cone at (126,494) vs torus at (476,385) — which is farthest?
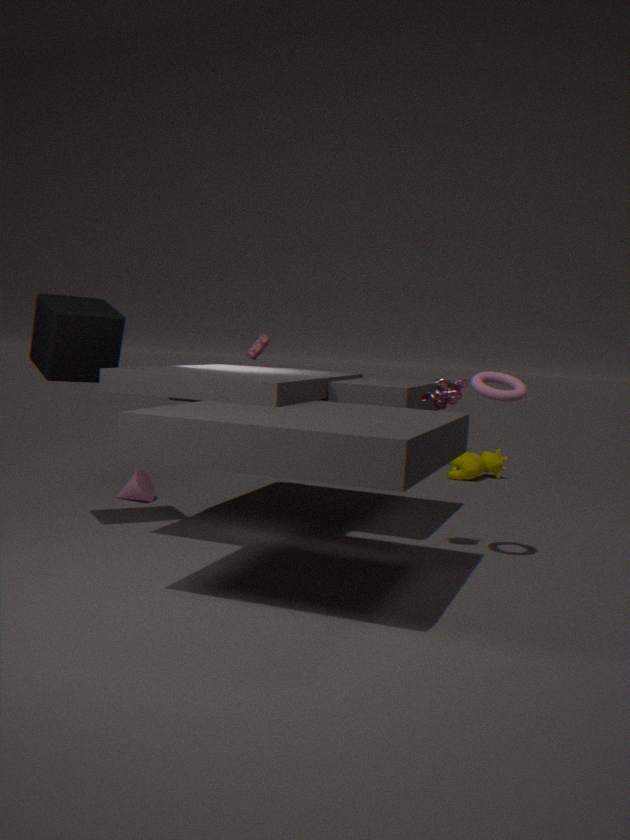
cone at (126,494)
